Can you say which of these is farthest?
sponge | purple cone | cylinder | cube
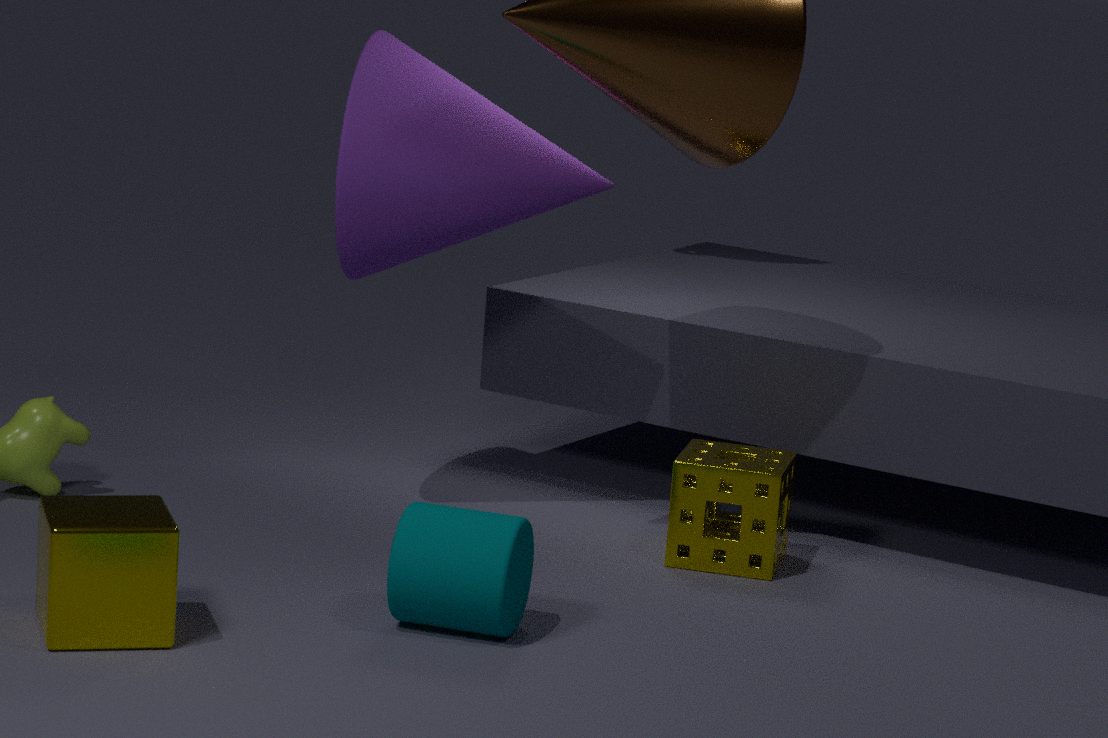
purple cone
